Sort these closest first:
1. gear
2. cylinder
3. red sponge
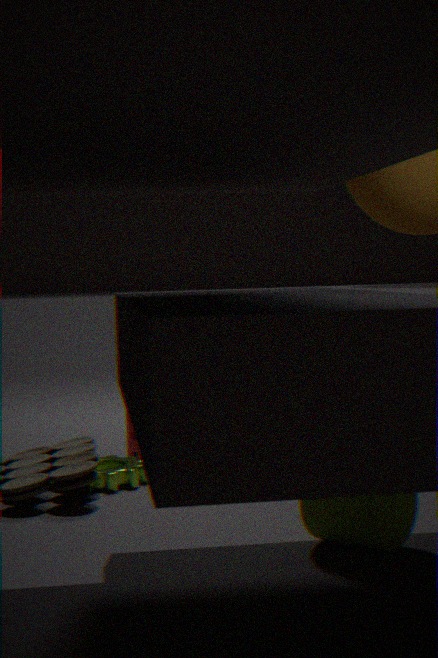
cylinder, gear, red sponge
